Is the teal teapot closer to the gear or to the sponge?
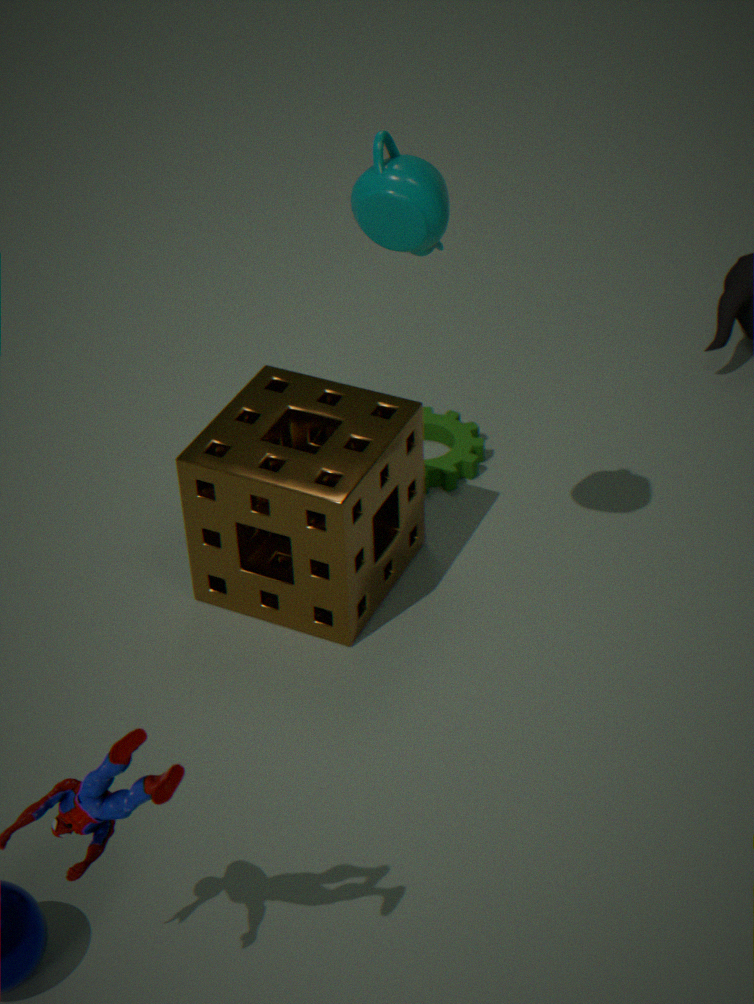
the sponge
